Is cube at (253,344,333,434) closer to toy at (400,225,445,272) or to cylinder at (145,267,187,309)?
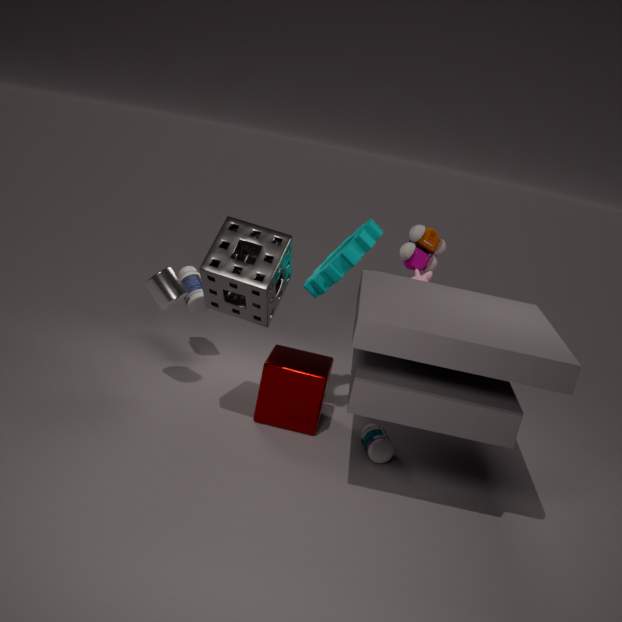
cylinder at (145,267,187,309)
